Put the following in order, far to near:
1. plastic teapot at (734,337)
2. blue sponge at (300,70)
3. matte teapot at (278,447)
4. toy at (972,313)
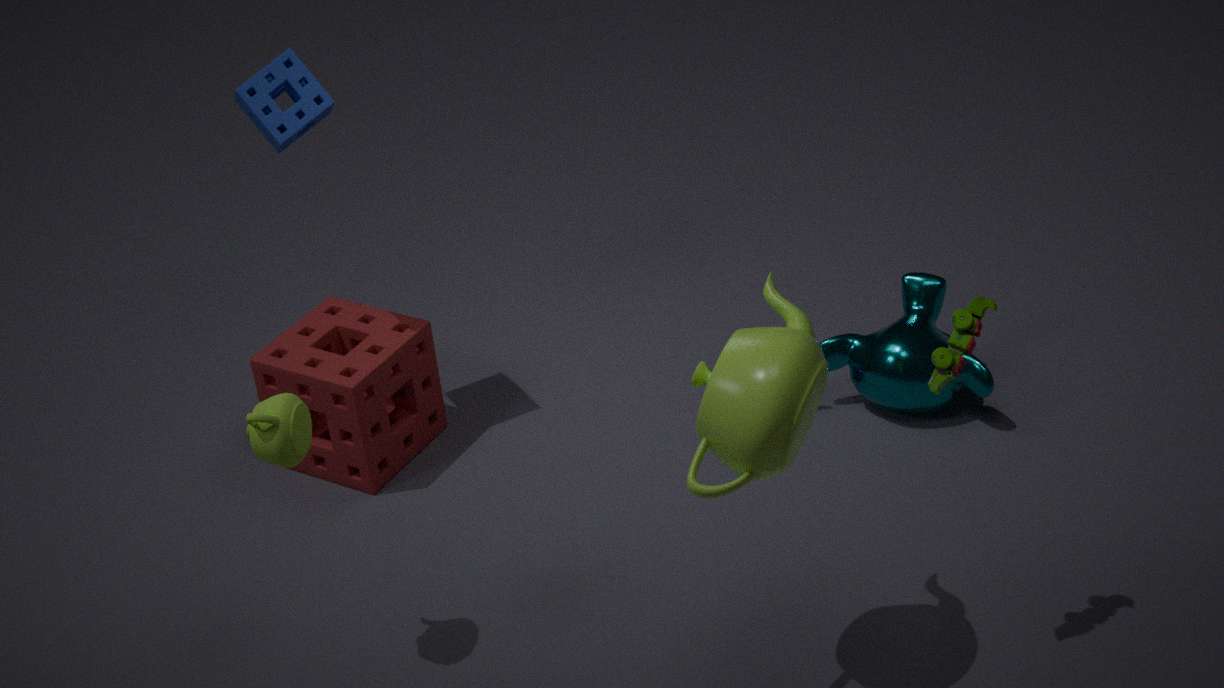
blue sponge at (300,70) < matte teapot at (278,447) < toy at (972,313) < plastic teapot at (734,337)
